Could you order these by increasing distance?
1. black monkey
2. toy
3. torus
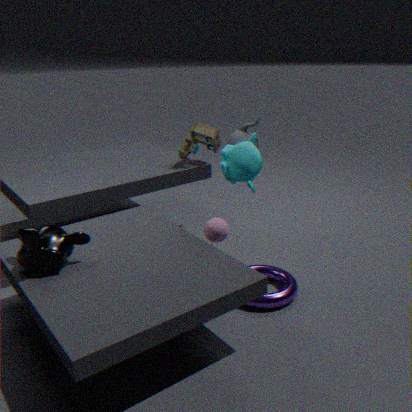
black monkey
torus
toy
